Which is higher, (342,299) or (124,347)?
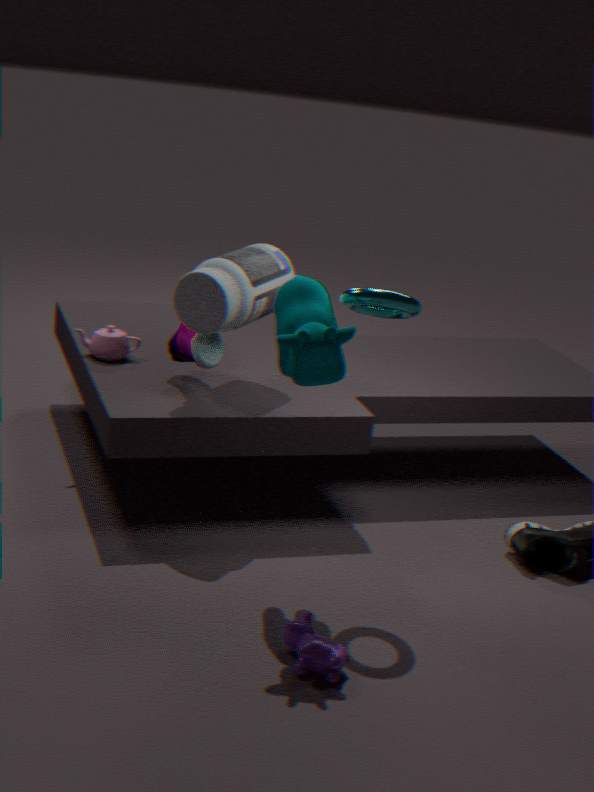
(342,299)
